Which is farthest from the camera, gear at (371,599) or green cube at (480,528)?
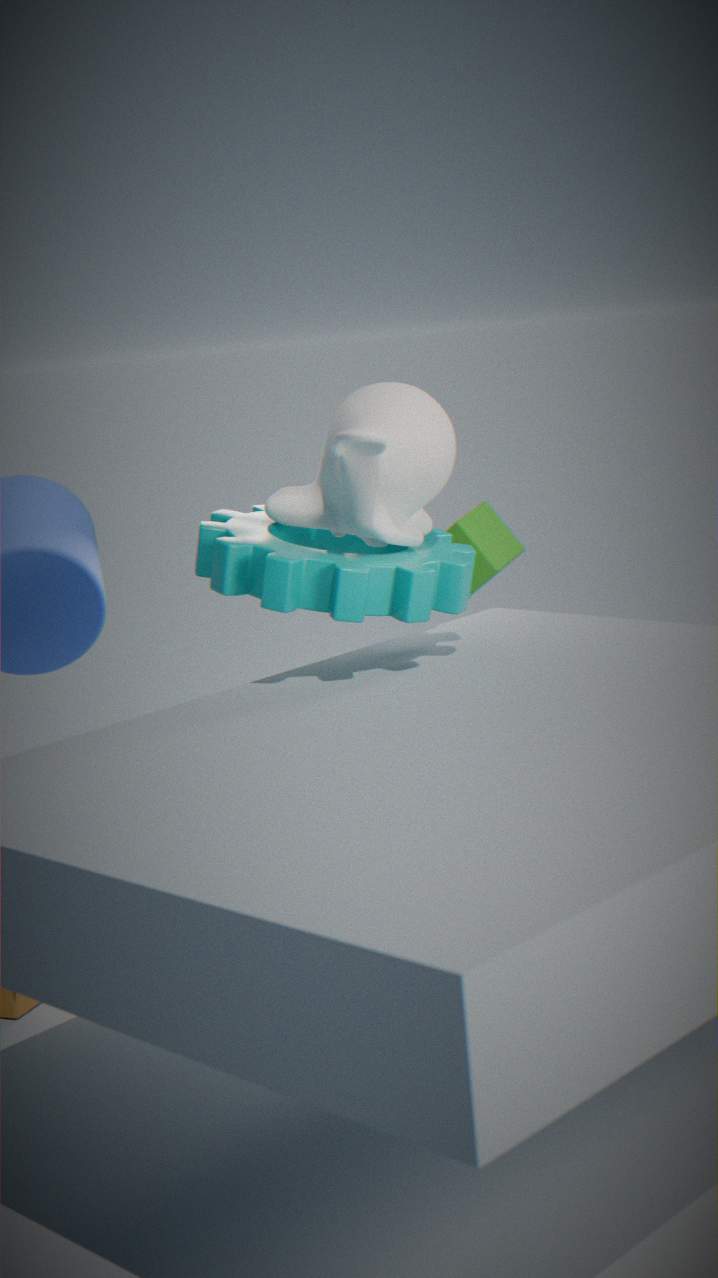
green cube at (480,528)
